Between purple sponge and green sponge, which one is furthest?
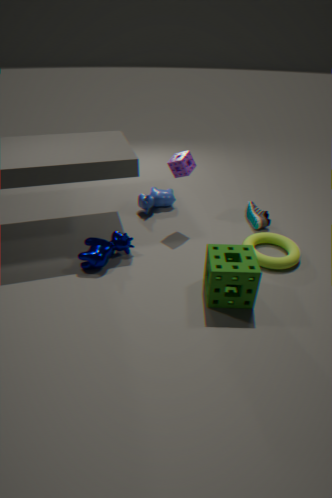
purple sponge
